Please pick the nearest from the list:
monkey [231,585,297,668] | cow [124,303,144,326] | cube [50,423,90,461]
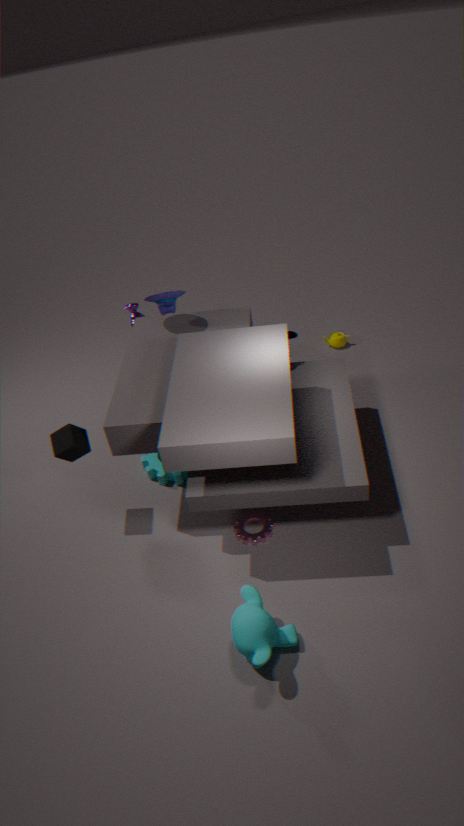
monkey [231,585,297,668]
